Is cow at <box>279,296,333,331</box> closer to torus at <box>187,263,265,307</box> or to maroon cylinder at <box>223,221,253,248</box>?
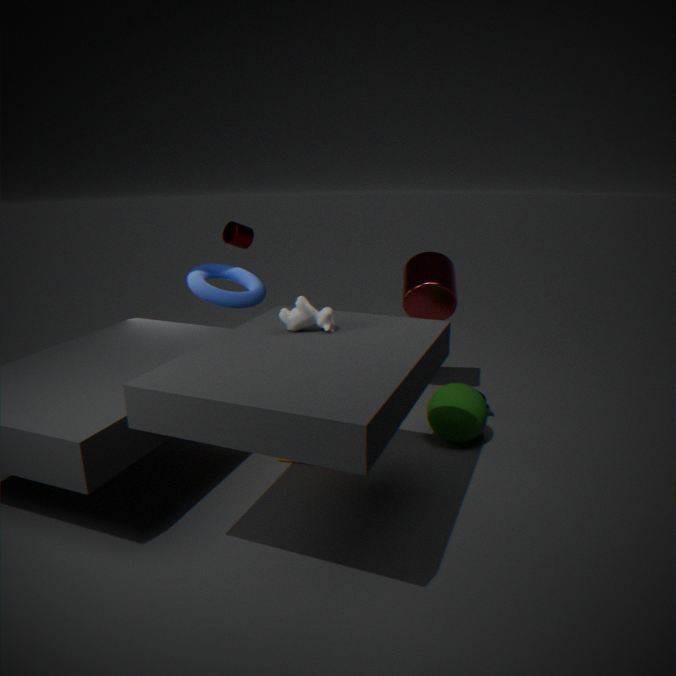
torus at <box>187,263,265,307</box>
